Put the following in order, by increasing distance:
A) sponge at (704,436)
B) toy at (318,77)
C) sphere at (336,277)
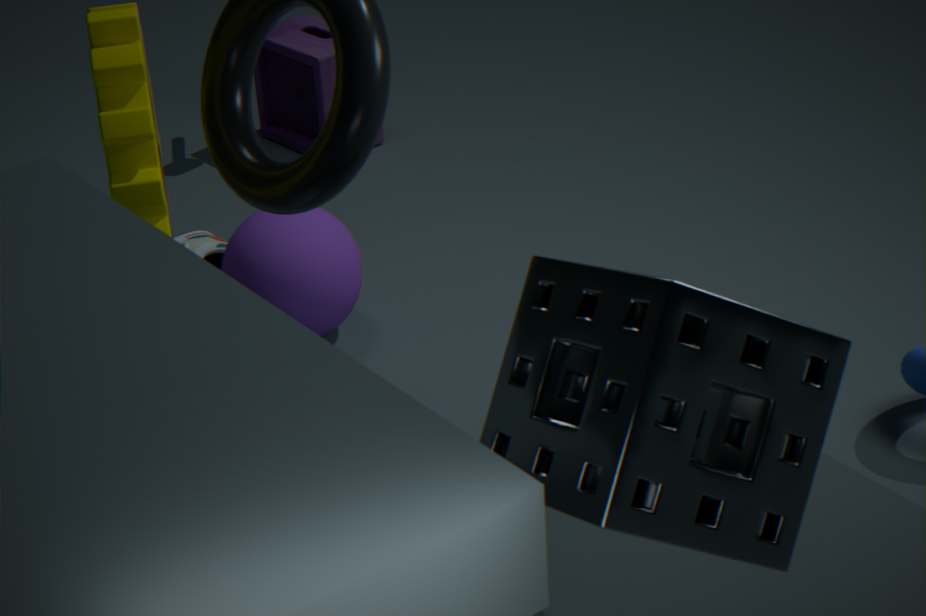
sponge at (704,436), sphere at (336,277), toy at (318,77)
